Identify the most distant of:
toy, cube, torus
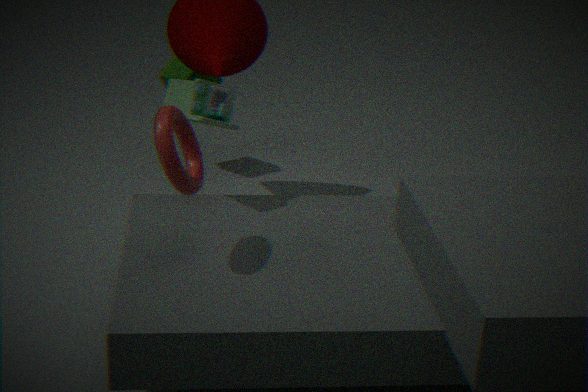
cube
